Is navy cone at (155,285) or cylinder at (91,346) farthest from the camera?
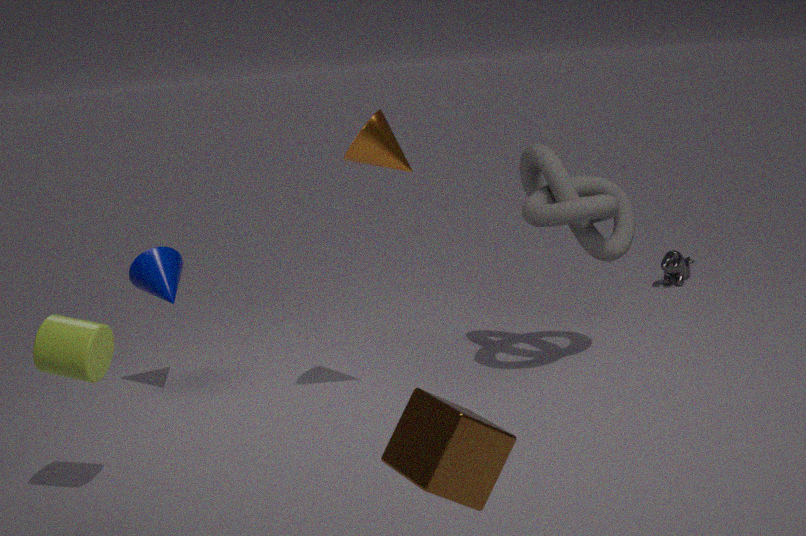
navy cone at (155,285)
